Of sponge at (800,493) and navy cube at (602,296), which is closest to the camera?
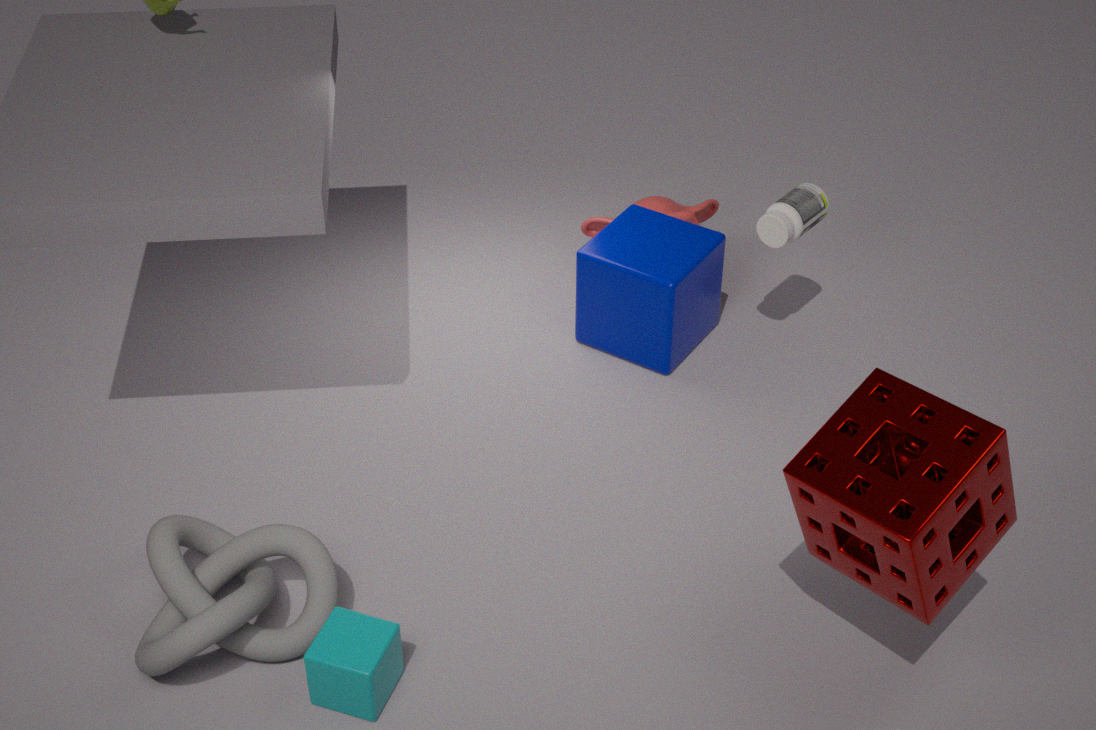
sponge at (800,493)
